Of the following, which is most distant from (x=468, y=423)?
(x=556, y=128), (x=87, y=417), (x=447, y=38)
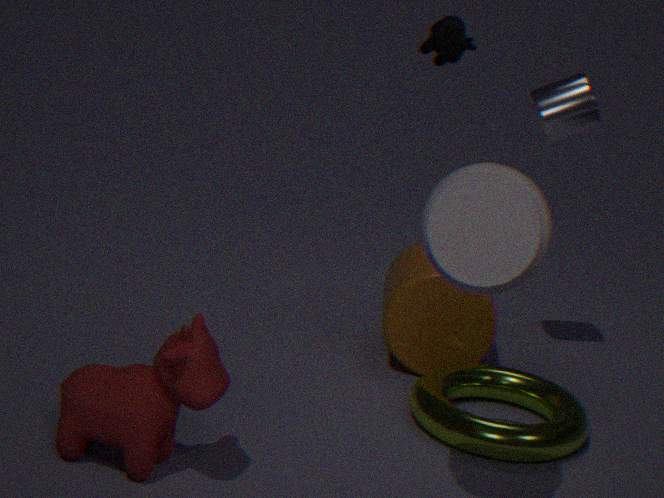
(x=447, y=38)
